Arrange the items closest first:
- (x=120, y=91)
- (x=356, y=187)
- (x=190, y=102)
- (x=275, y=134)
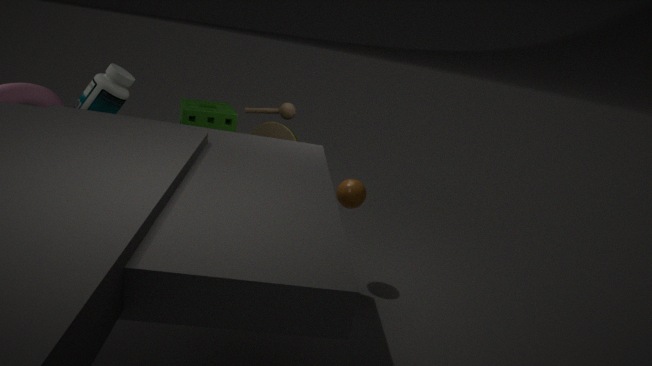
1. (x=356, y=187)
2. (x=120, y=91)
3. (x=190, y=102)
4. (x=275, y=134)
